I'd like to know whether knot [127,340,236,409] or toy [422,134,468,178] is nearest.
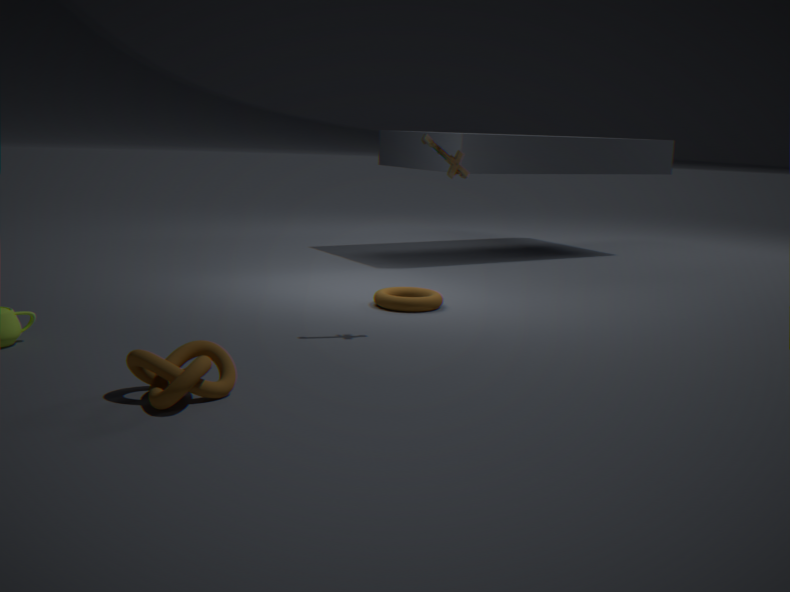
knot [127,340,236,409]
